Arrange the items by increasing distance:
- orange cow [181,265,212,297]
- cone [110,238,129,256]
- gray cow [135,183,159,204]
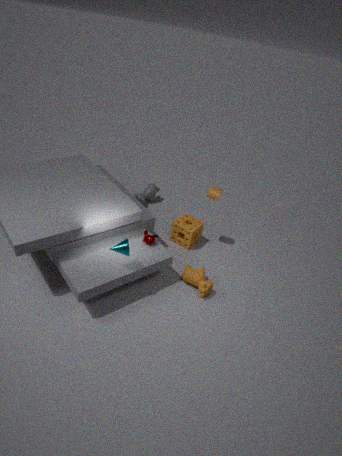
cone [110,238,129,256], orange cow [181,265,212,297], gray cow [135,183,159,204]
